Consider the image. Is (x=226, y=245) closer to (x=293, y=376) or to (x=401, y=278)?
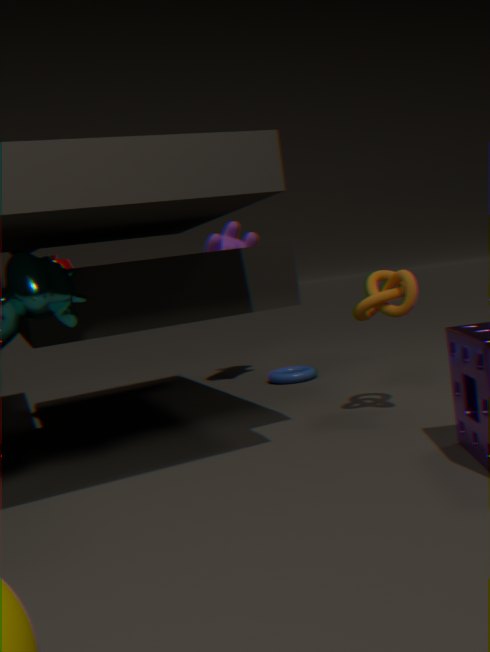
(x=293, y=376)
